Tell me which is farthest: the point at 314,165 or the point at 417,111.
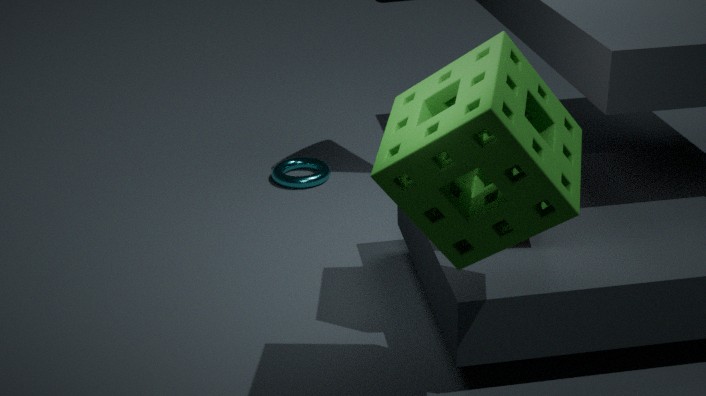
the point at 314,165
